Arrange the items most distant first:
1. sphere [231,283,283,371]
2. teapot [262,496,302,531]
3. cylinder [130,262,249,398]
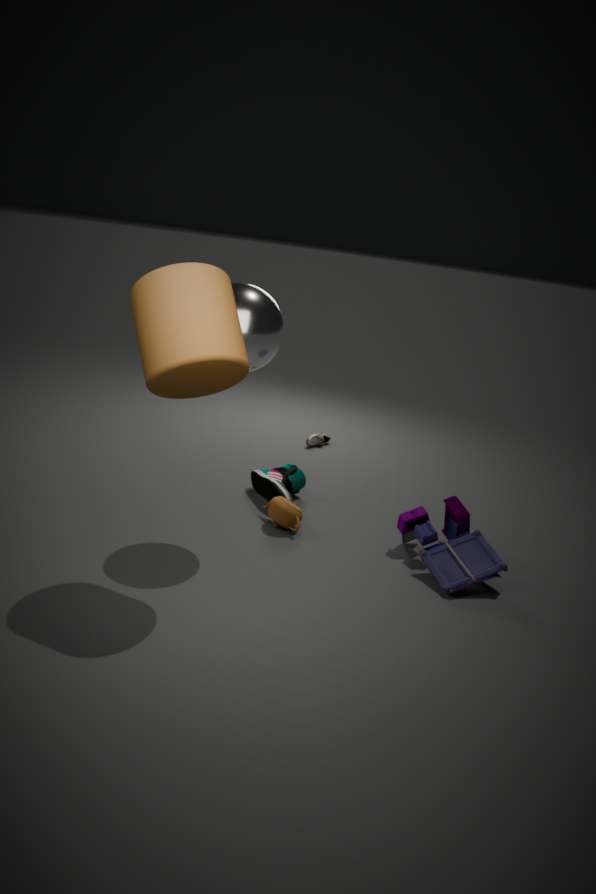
teapot [262,496,302,531]
sphere [231,283,283,371]
cylinder [130,262,249,398]
